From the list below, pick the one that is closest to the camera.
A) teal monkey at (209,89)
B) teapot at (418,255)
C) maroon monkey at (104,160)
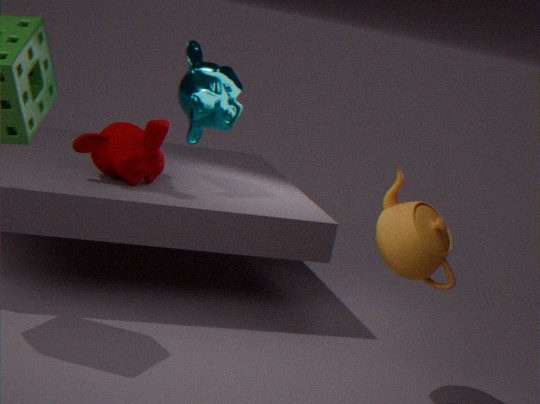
teapot at (418,255)
